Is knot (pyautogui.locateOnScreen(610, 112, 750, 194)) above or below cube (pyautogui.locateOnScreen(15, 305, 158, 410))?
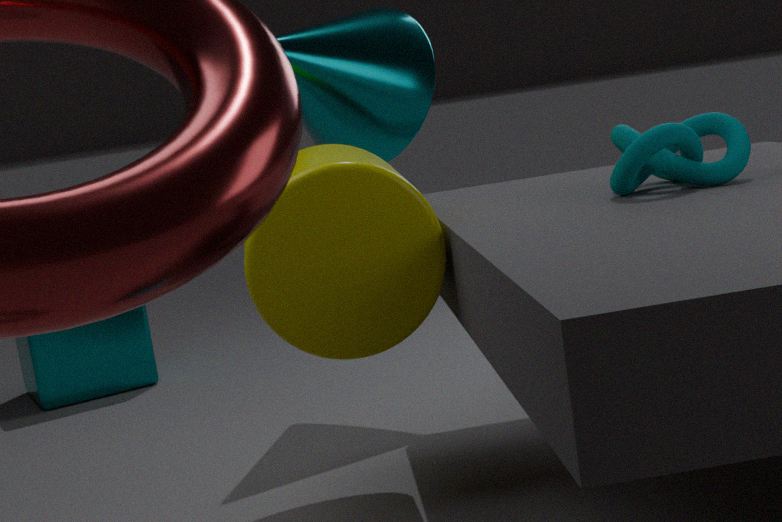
above
